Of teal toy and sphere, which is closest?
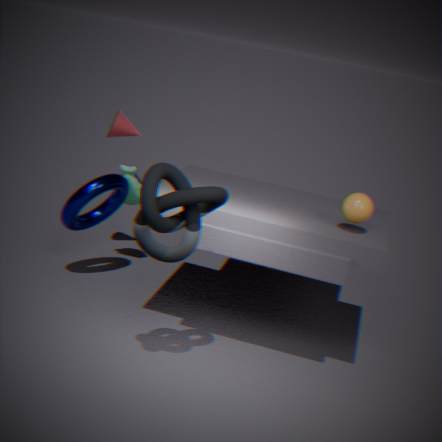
sphere
